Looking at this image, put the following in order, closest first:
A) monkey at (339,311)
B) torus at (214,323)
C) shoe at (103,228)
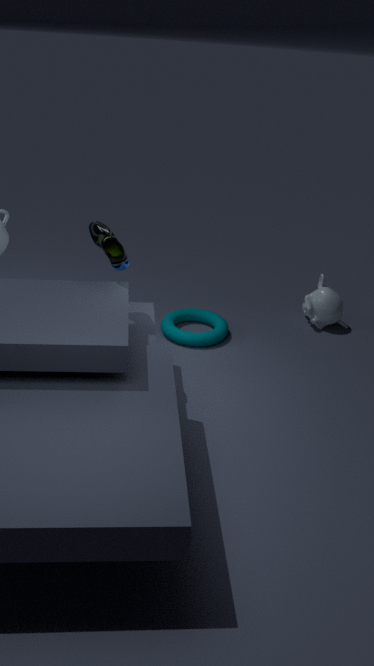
shoe at (103,228) < torus at (214,323) < monkey at (339,311)
